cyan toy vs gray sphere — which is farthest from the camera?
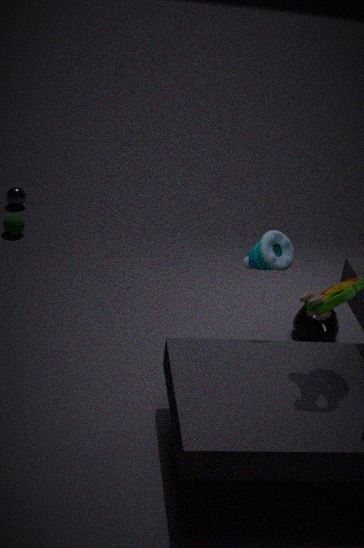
gray sphere
